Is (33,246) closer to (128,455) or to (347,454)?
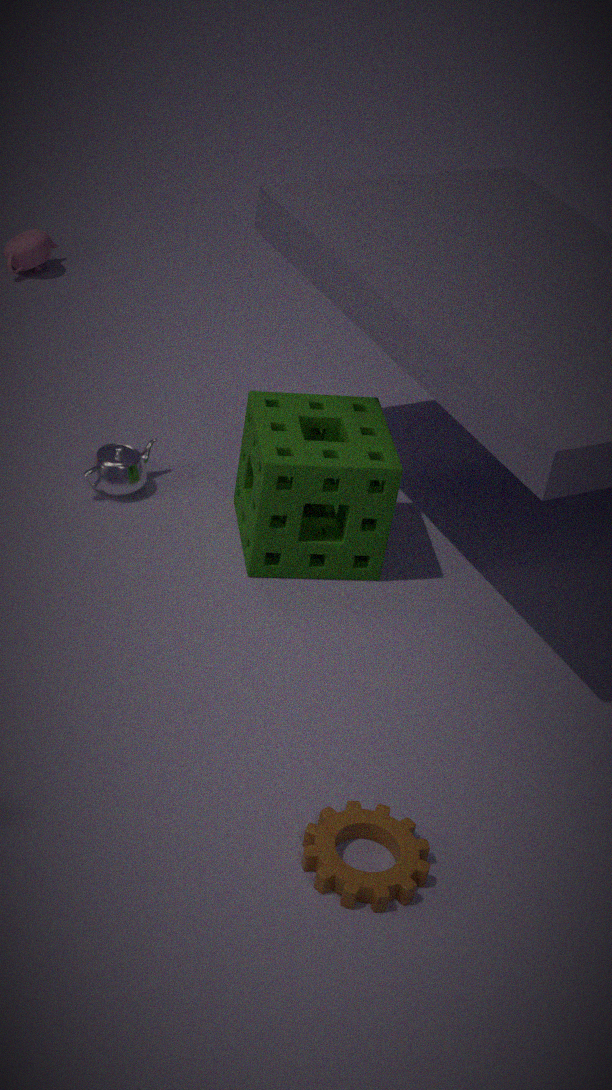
(128,455)
